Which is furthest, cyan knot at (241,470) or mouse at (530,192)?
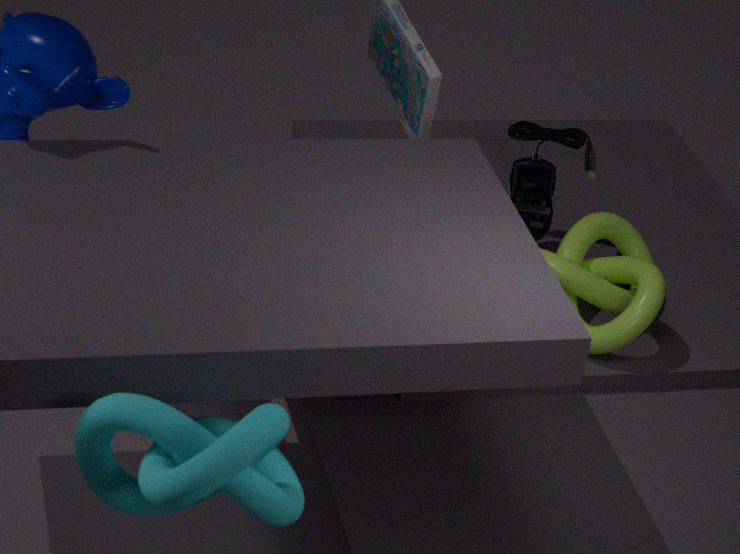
mouse at (530,192)
